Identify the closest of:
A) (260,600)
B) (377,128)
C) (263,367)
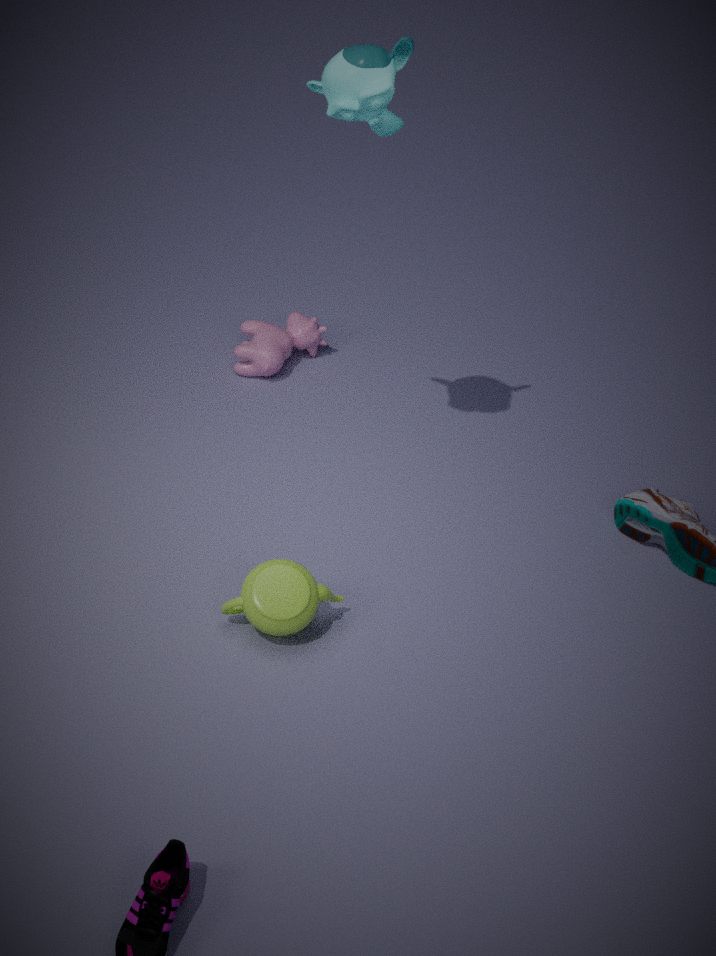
(377,128)
